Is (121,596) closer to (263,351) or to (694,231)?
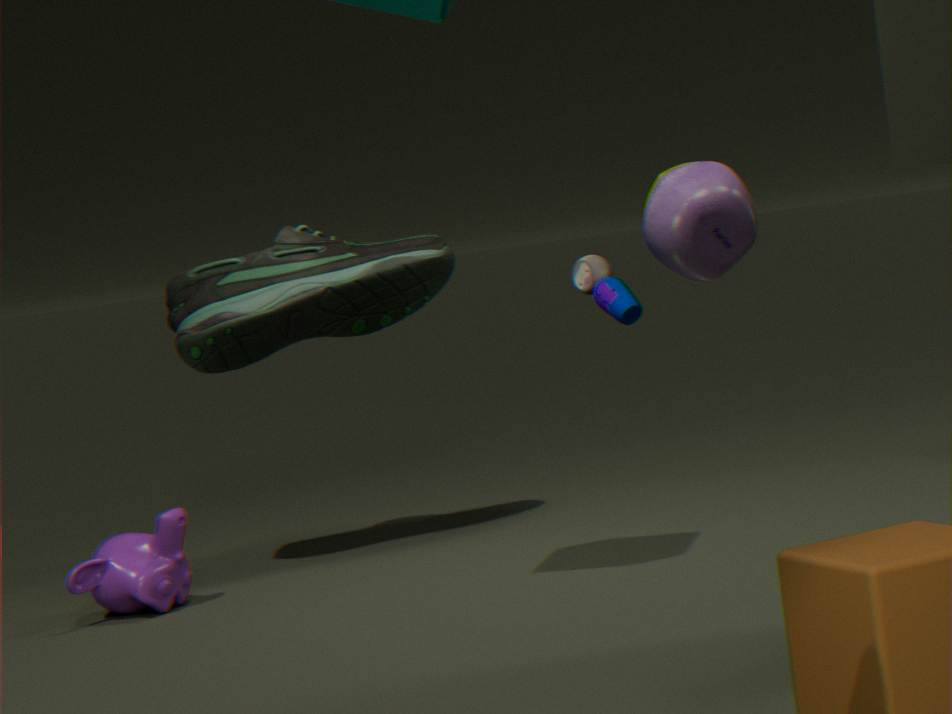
(263,351)
